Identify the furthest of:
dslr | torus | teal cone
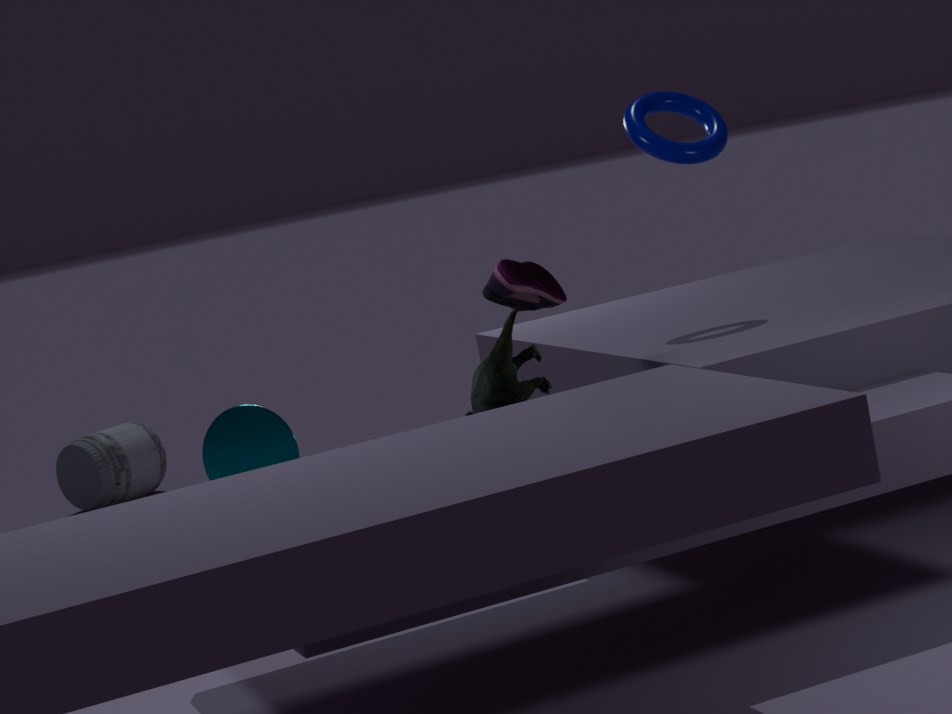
dslr
